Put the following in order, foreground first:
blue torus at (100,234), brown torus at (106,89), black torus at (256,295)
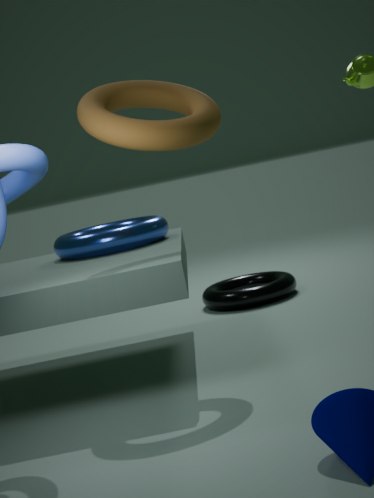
brown torus at (106,89) → blue torus at (100,234) → black torus at (256,295)
